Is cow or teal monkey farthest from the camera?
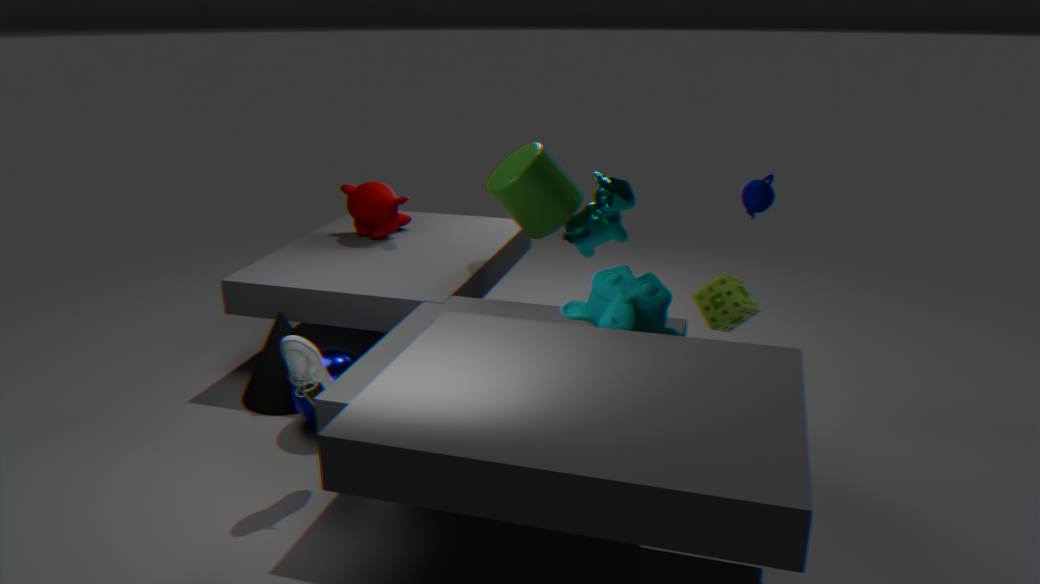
cow
